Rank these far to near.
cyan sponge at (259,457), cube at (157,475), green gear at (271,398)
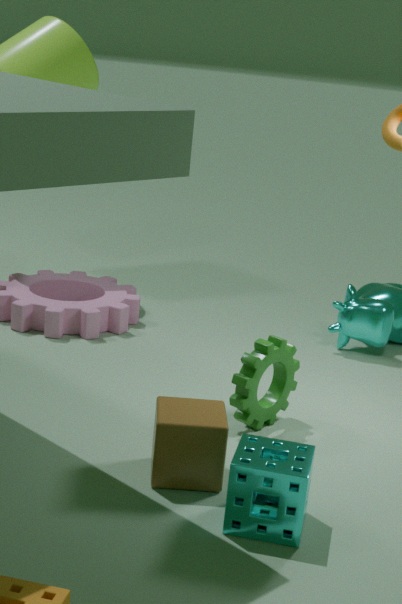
green gear at (271,398), cube at (157,475), cyan sponge at (259,457)
